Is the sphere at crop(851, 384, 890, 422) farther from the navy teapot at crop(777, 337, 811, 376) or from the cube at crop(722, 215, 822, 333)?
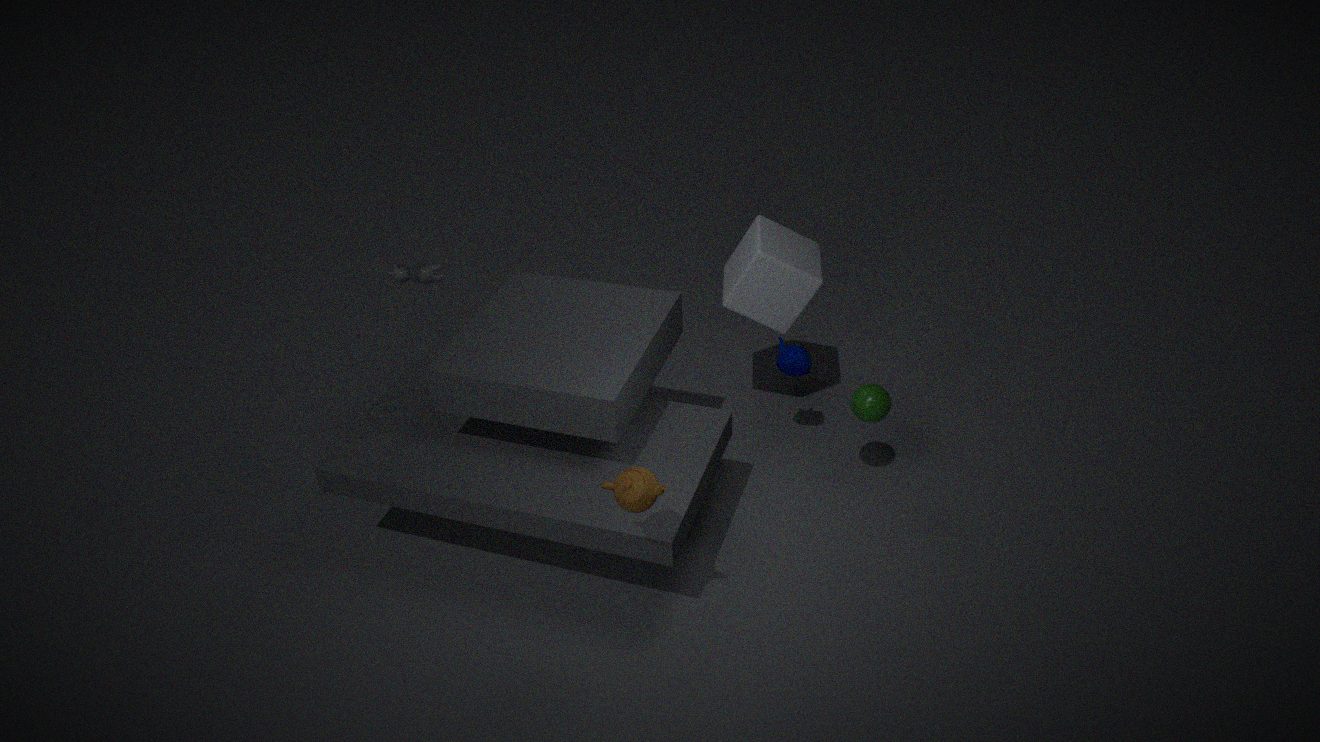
the cube at crop(722, 215, 822, 333)
